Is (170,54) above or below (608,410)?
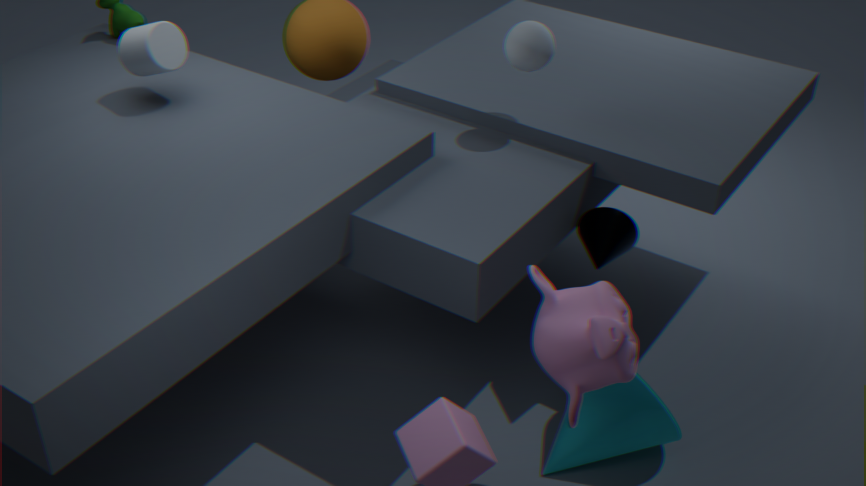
above
